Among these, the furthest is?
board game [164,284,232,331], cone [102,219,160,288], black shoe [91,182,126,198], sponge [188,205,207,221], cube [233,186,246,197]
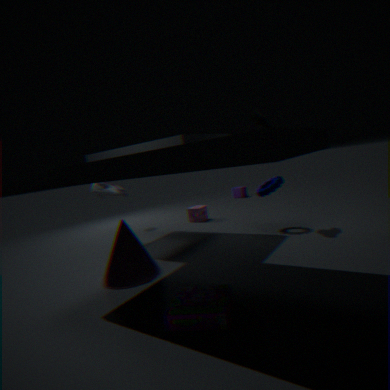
cube [233,186,246,197]
